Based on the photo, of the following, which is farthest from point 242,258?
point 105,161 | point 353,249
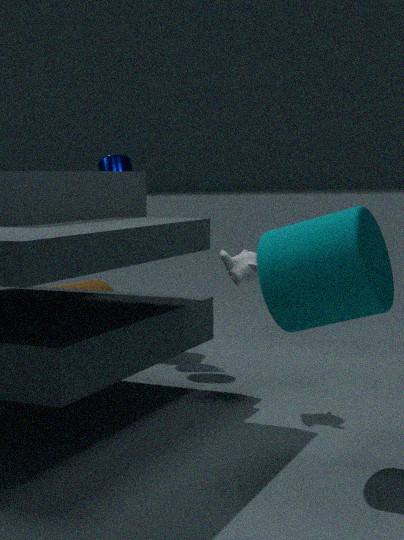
point 105,161
